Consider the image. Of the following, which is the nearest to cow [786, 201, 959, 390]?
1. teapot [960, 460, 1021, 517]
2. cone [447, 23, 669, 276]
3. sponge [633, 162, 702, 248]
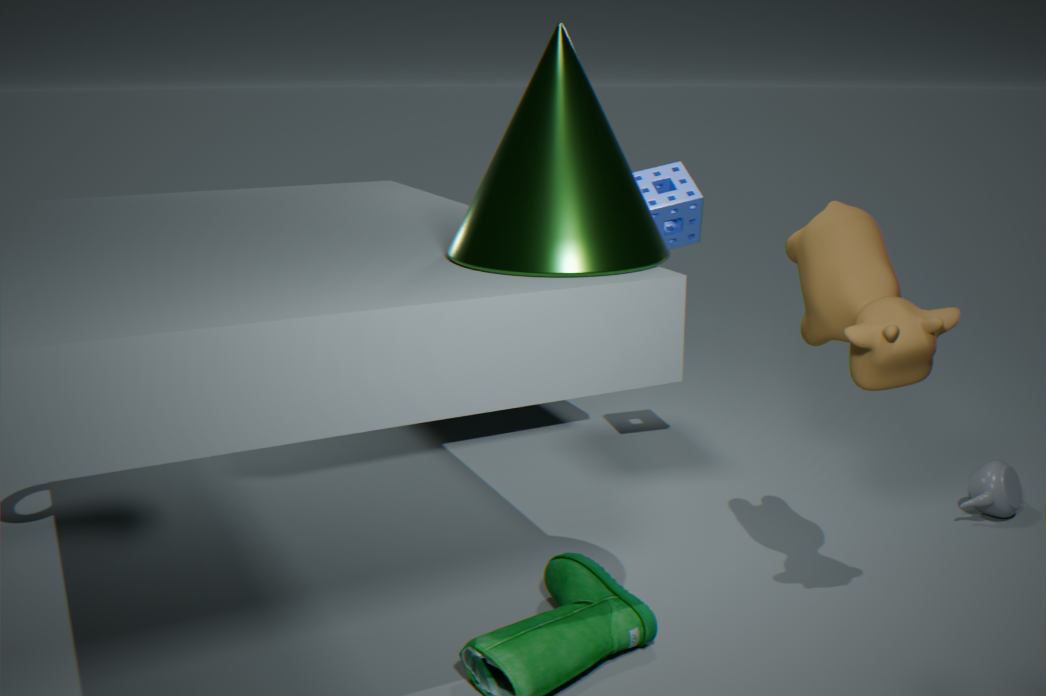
cone [447, 23, 669, 276]
